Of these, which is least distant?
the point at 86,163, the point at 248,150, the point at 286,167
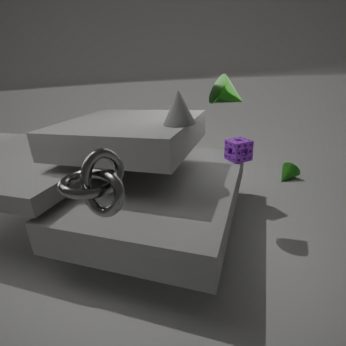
the point at 86,163
